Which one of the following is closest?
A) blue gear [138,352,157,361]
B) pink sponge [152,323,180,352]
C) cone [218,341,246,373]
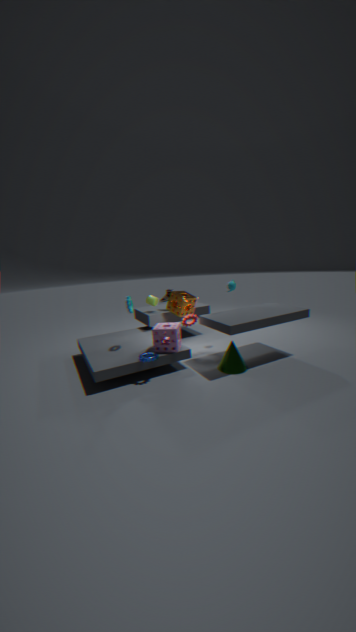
blue gear [138,352,157,361]
